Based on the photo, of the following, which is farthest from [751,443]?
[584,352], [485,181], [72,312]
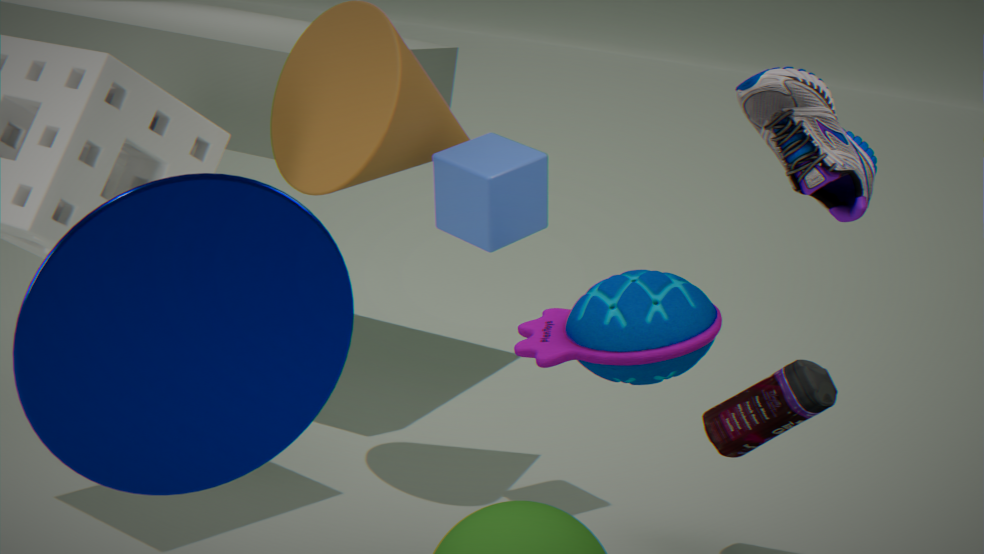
[72,312]
